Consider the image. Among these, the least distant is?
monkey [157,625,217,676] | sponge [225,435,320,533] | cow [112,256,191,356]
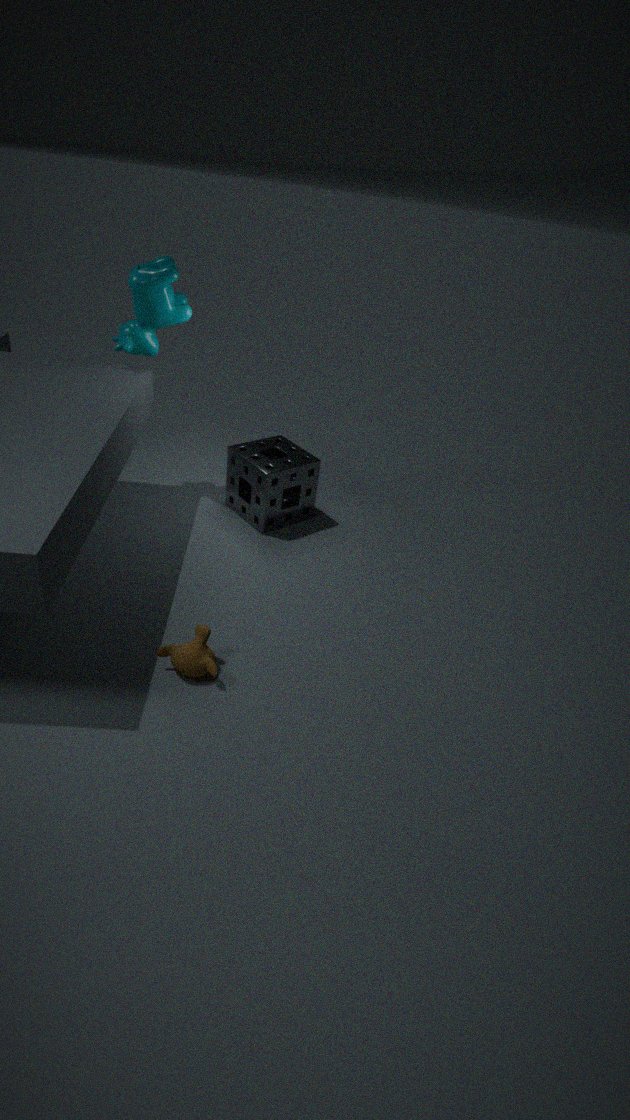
monkey [157,625,217,676]
